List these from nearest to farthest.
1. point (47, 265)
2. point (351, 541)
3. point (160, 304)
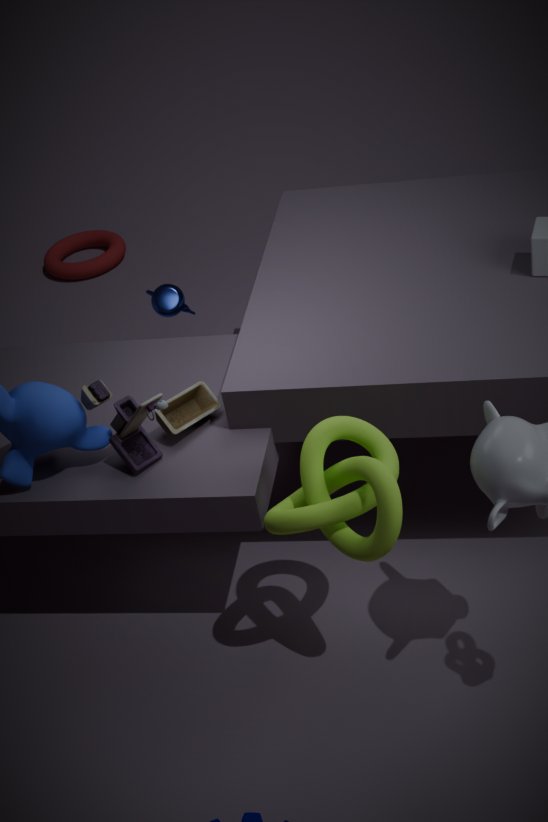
point (351, 541) → point (160, 304) → point (47, 265)
